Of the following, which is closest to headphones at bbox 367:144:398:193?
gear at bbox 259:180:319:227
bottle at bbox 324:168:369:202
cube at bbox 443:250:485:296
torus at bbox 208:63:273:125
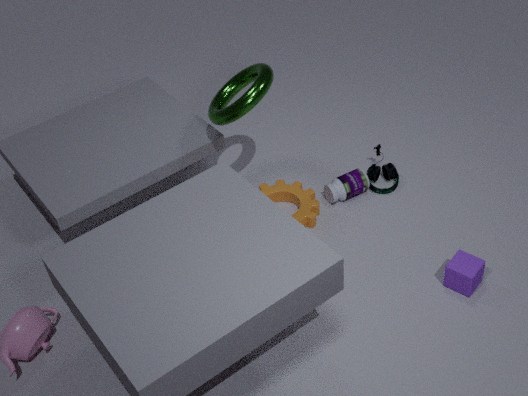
bottle at bbox 324:168:369:202
